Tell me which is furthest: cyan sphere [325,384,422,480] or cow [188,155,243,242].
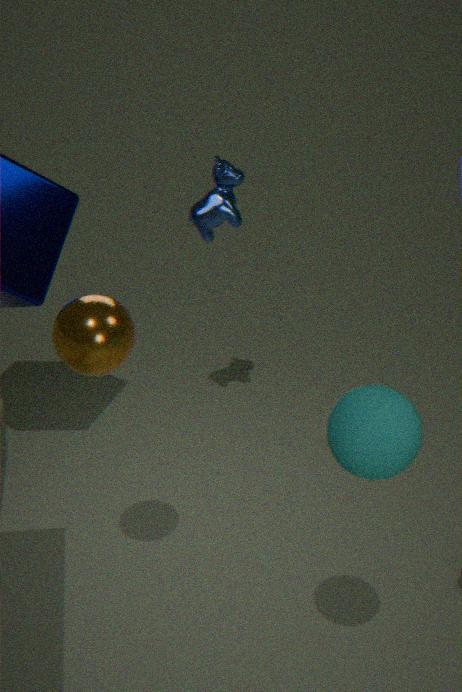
cow [188,155,243,242]
